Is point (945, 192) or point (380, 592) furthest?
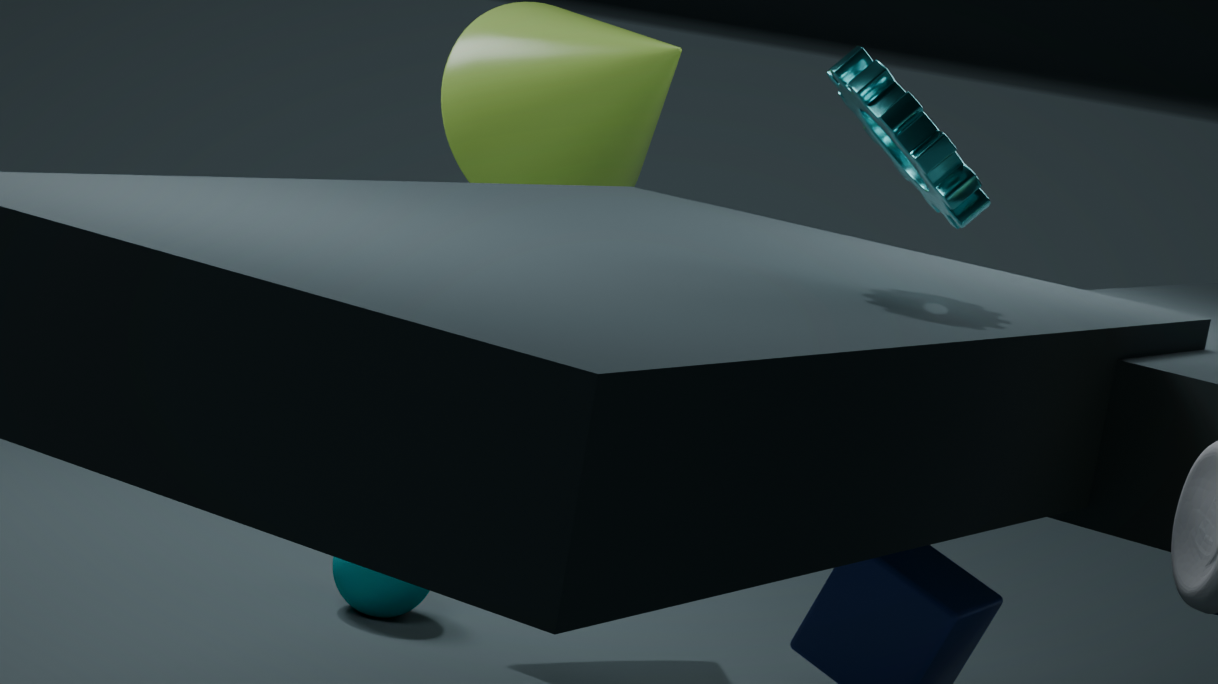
point (380, 592)
